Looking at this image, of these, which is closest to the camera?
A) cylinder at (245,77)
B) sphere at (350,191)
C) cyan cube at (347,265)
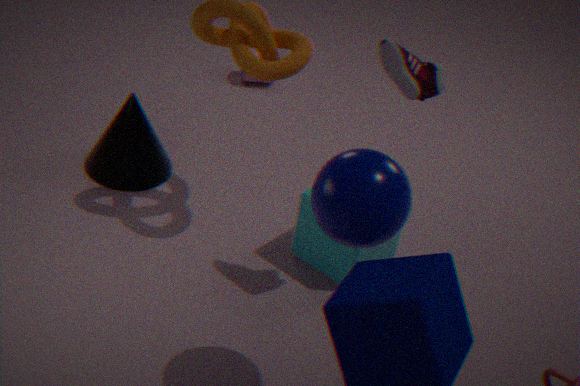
sphere at (350,191)
